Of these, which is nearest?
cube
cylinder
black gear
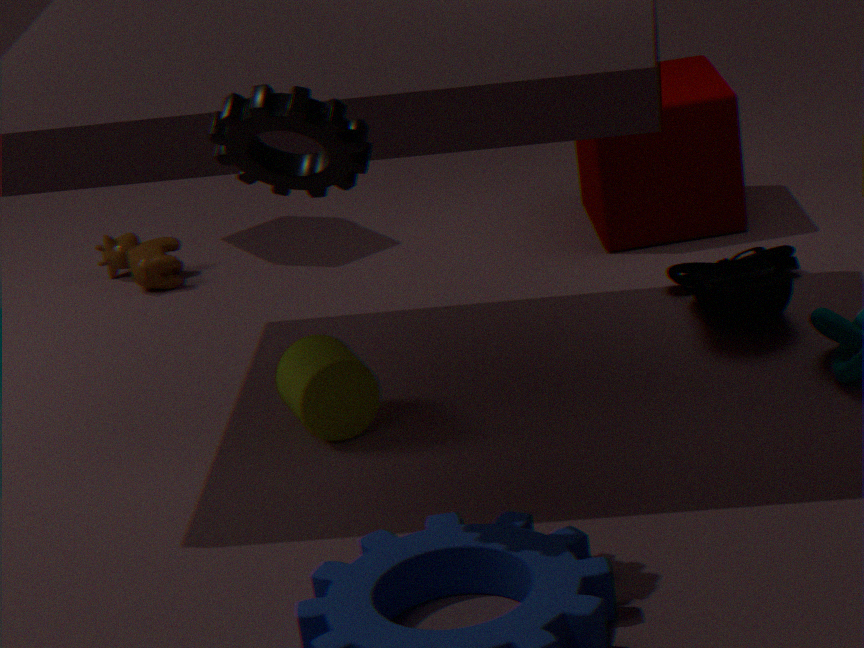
black gear
